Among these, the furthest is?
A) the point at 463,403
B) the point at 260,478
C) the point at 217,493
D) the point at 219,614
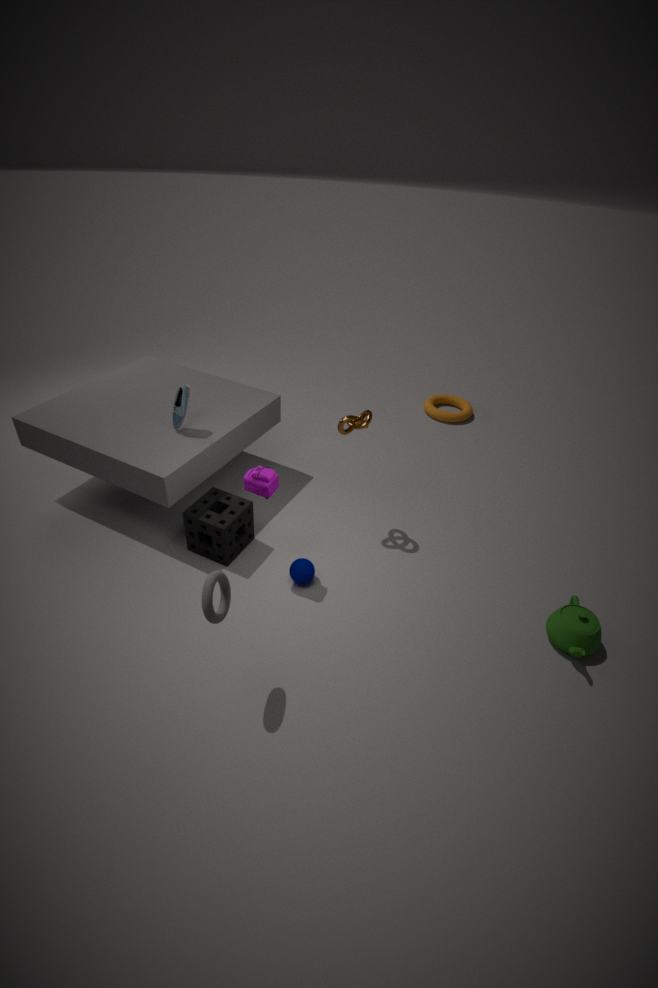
the point at 463,403
